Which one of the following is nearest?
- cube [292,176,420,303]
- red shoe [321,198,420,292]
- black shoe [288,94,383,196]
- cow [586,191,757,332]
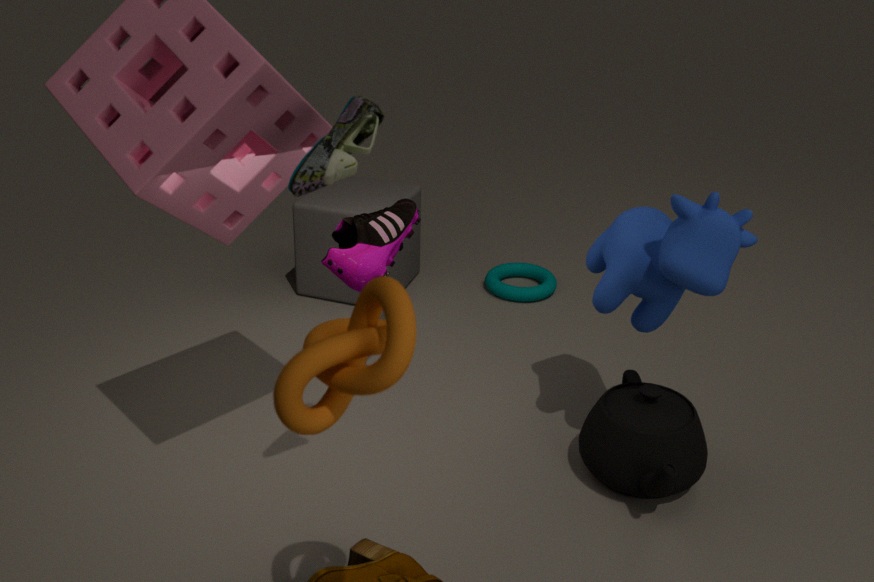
black shoe [288,94,383,196]
